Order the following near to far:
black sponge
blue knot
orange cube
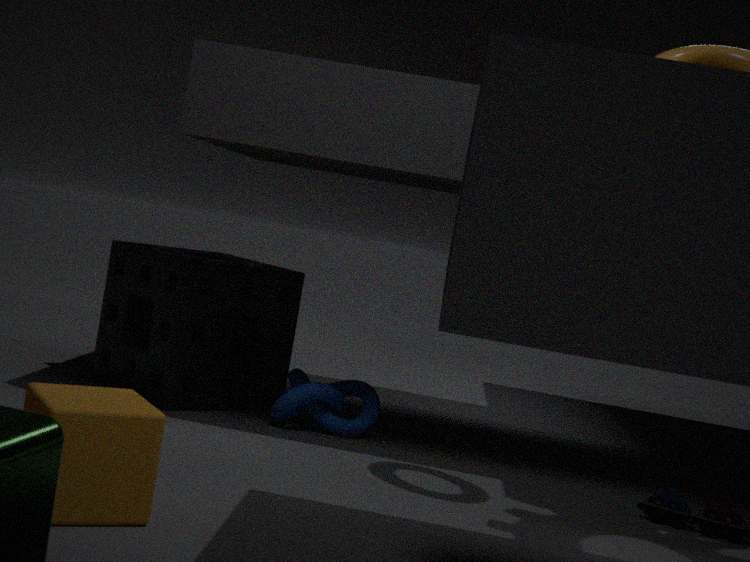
orange cube < blue knot < black sponge
